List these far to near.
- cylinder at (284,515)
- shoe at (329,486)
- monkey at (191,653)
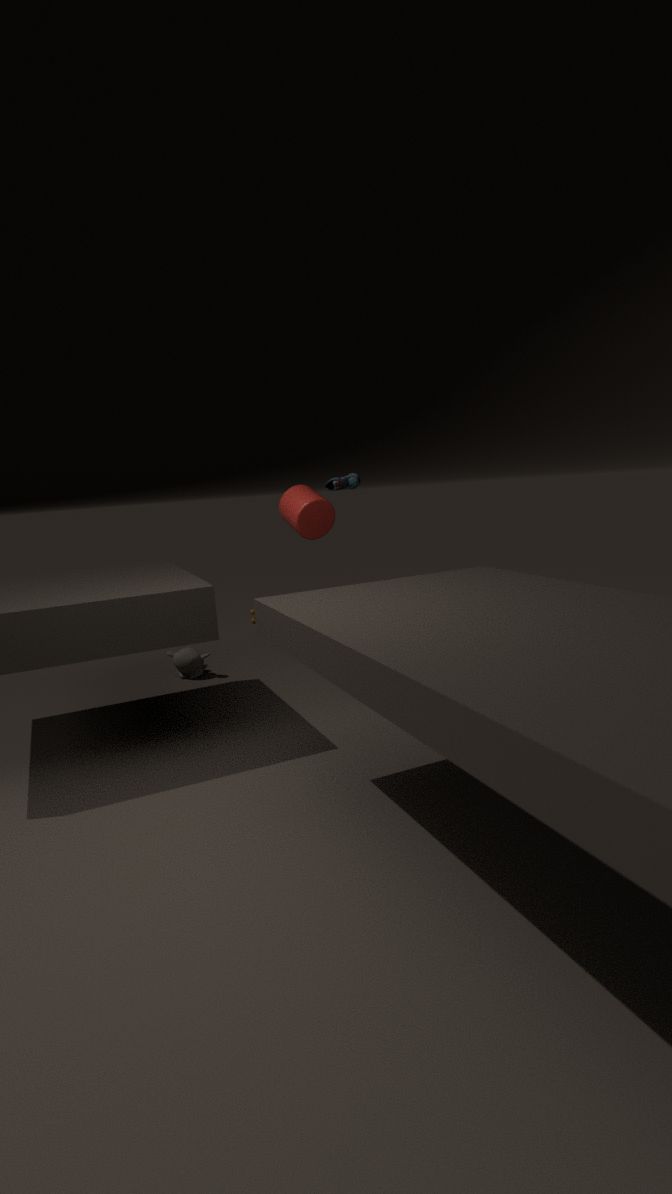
shoe at (329,486) → monkey at (191,653) → cylinder at (284,515)
